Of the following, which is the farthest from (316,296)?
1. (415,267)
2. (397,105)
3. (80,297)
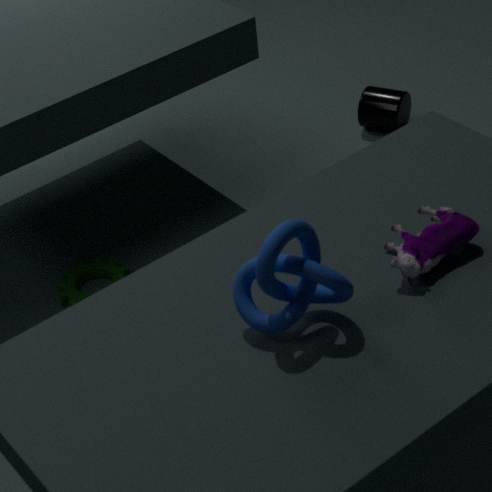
(397,105)
